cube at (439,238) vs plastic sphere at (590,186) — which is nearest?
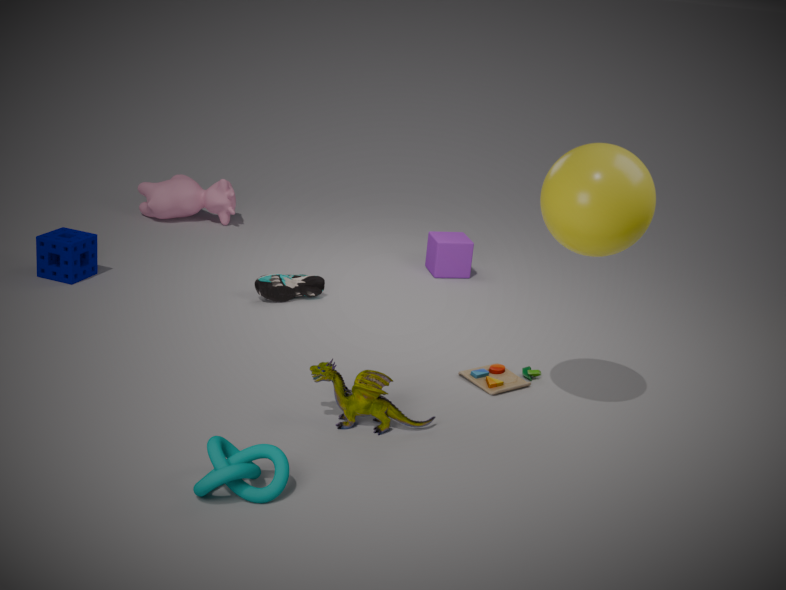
plastic sphere at (590,186)
